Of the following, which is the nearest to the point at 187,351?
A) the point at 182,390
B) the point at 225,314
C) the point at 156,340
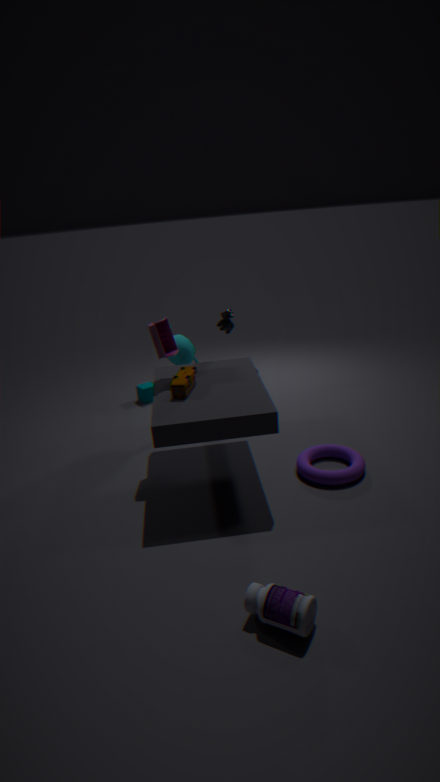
the point at 225,314
